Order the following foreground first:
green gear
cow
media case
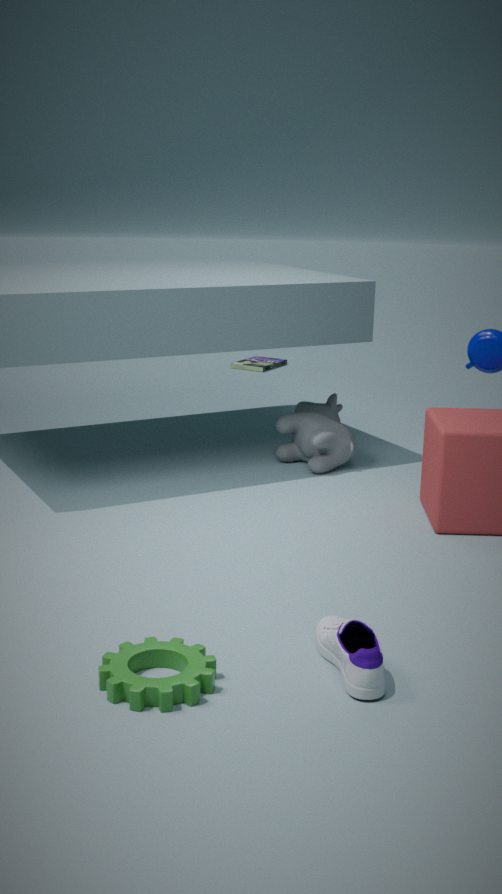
green gear < cow < media case
